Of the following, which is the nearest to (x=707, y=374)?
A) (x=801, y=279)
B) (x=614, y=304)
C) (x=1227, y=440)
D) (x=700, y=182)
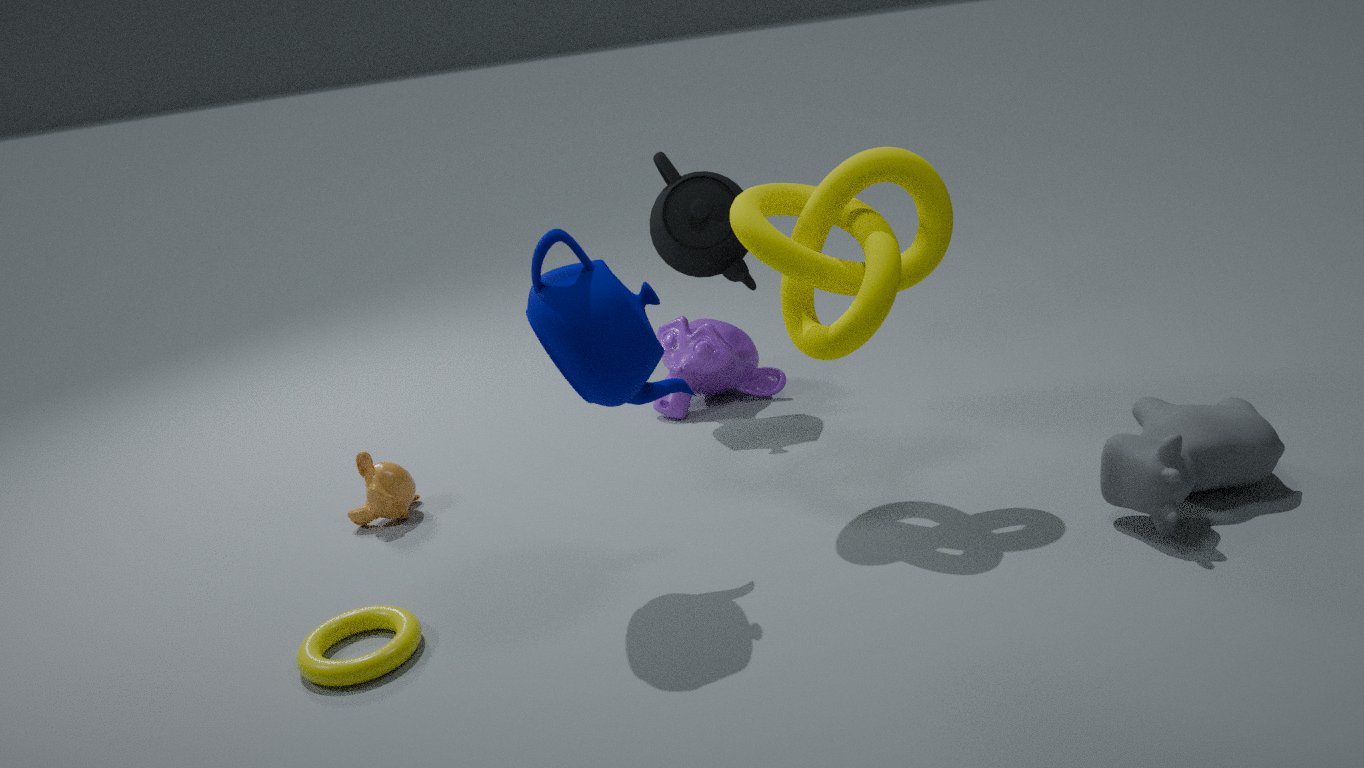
(x=700, y=182)
